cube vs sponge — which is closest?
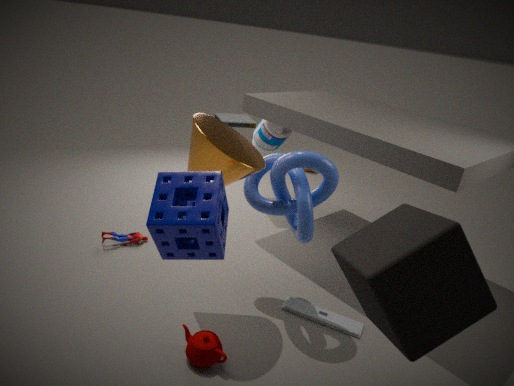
sponge
